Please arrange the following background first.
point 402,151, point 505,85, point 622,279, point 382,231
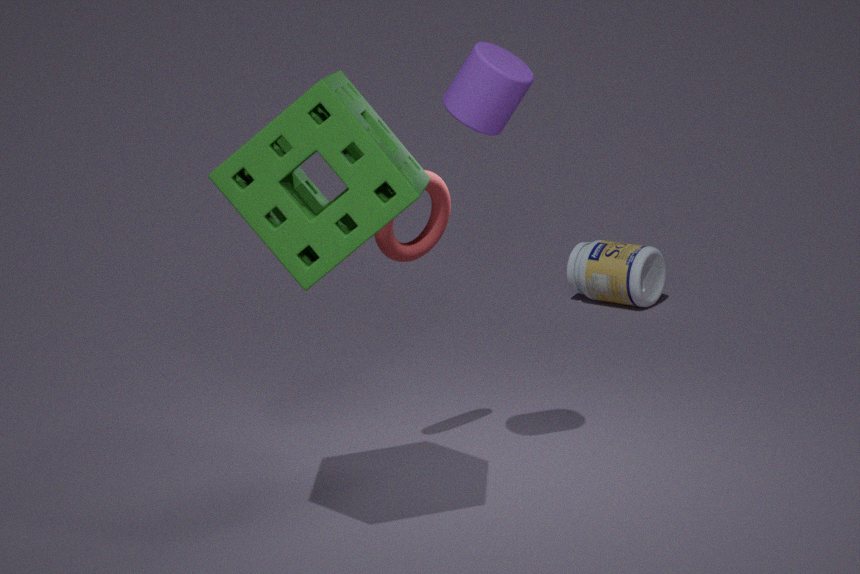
point 622,279
point 382,231
point 505,85
point 402,151
